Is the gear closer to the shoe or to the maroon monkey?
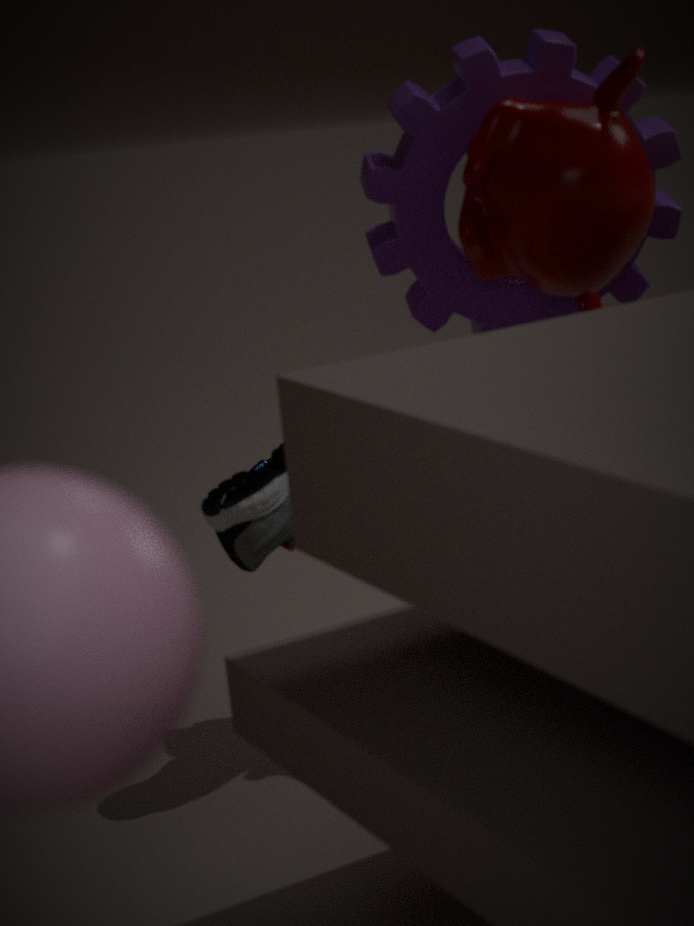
the maroon monkey
